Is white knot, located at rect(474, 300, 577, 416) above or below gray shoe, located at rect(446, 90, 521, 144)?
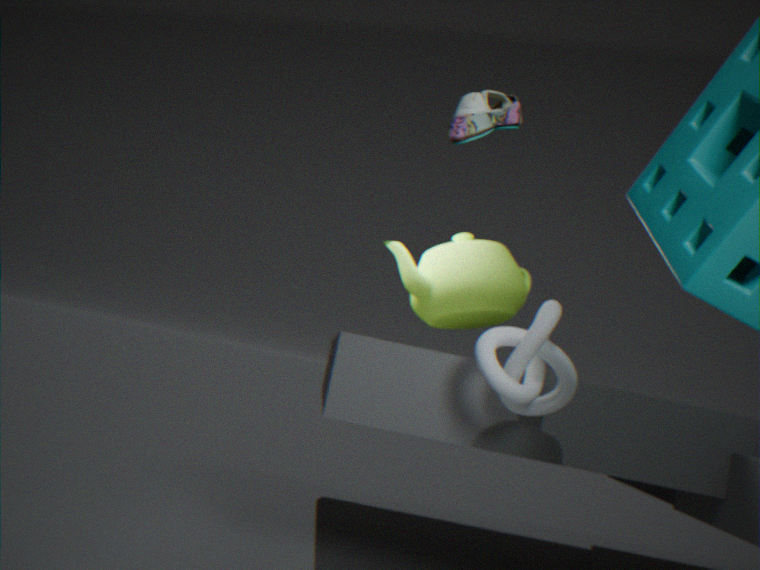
below
